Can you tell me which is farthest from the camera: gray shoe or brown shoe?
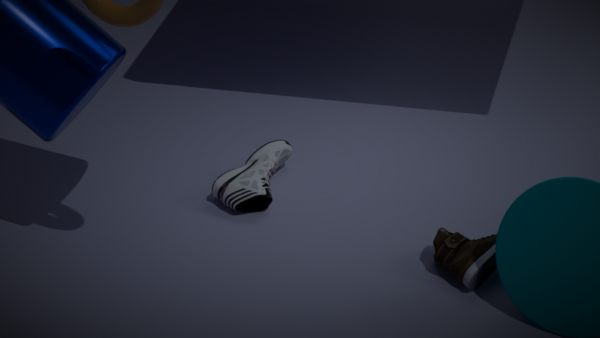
gray shoe
